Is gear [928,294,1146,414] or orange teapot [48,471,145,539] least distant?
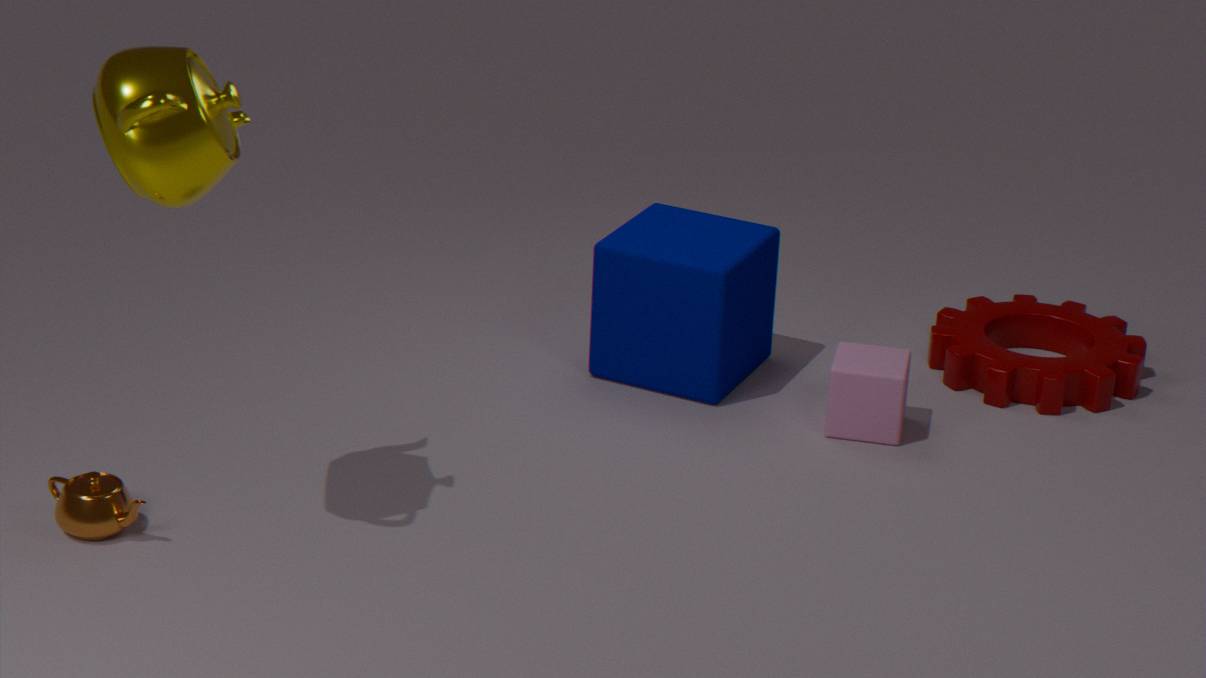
orange teapot [48,471,145,539]
